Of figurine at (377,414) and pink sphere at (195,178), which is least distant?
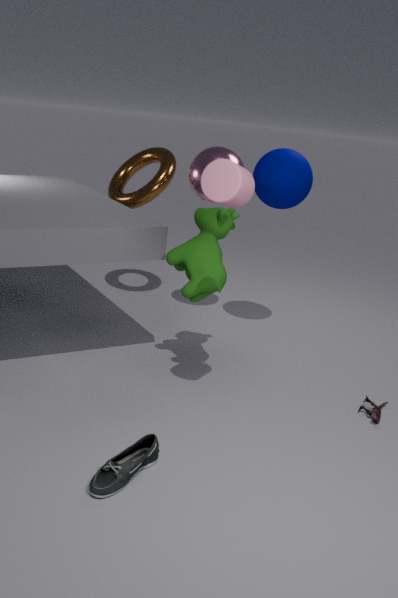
figurine at (377,414)
